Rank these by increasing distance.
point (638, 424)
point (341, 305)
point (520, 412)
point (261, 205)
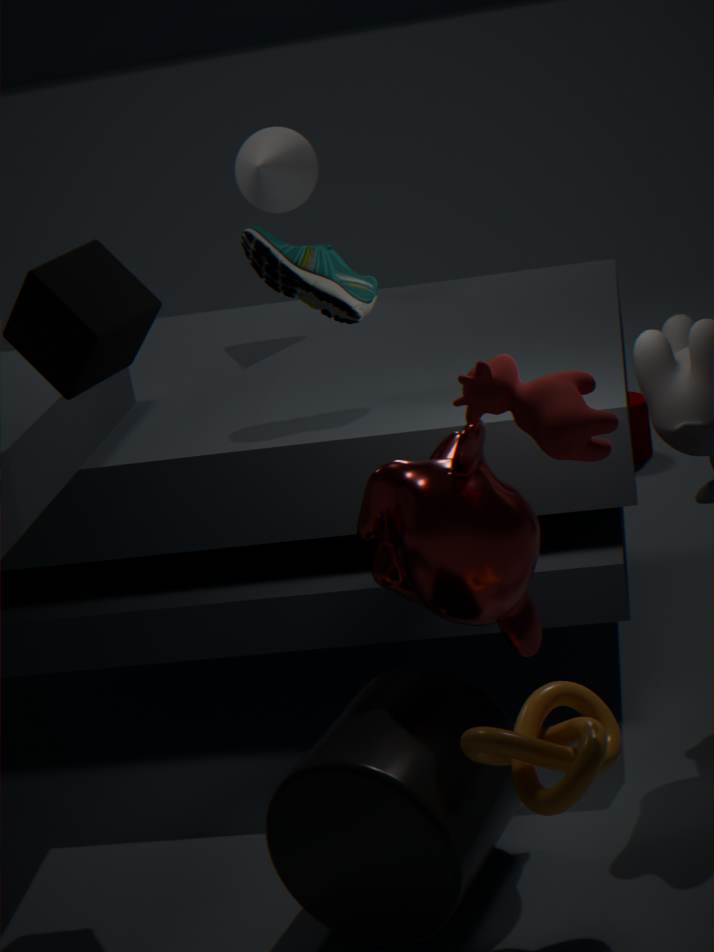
point (520, 412)
point (341, 305)
point (261, 205)
point (638, 424)
